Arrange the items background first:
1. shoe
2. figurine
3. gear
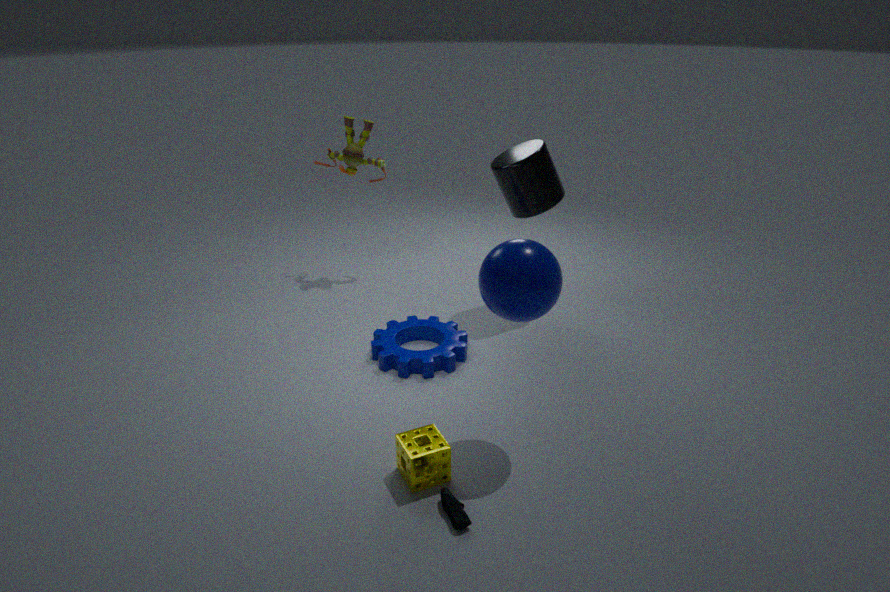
figurine → gear → shoe
